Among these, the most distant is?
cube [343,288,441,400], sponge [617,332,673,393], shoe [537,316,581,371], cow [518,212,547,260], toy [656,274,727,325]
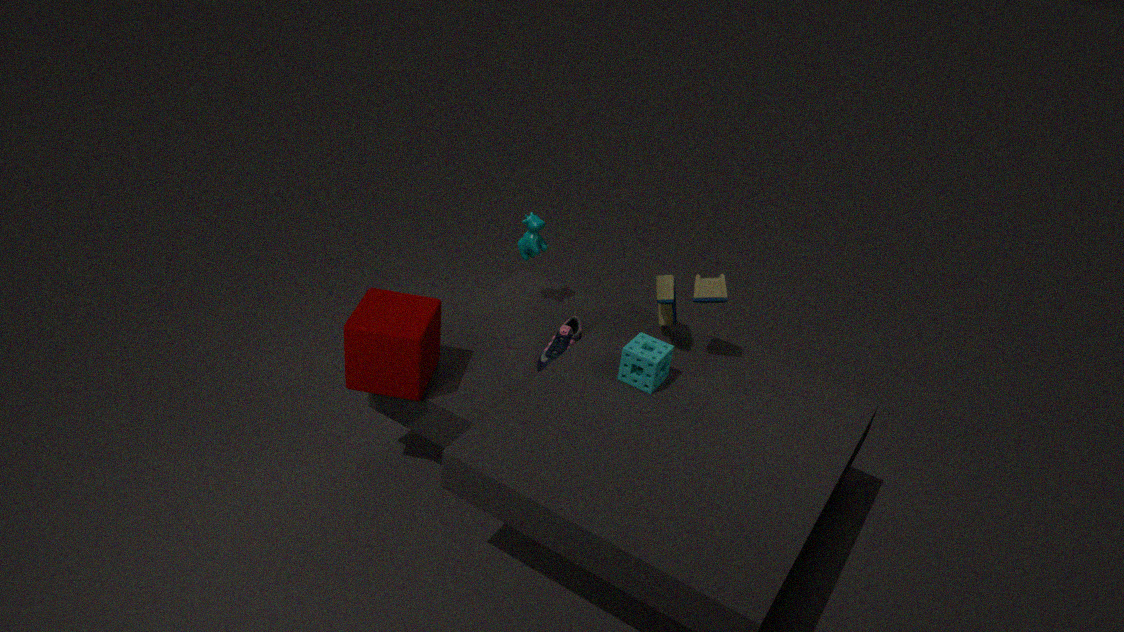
cow [518,212,547,260]
